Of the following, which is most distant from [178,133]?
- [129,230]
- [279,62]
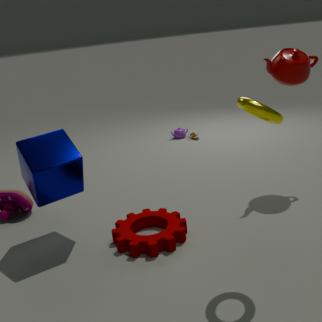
[129,230]
